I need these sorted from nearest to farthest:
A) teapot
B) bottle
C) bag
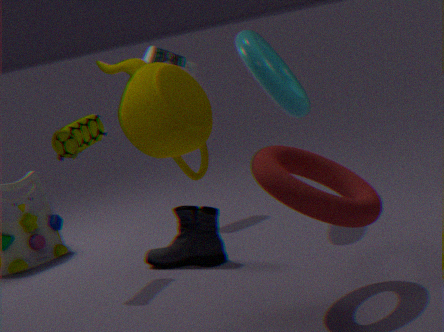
teapot, bag, bottle
